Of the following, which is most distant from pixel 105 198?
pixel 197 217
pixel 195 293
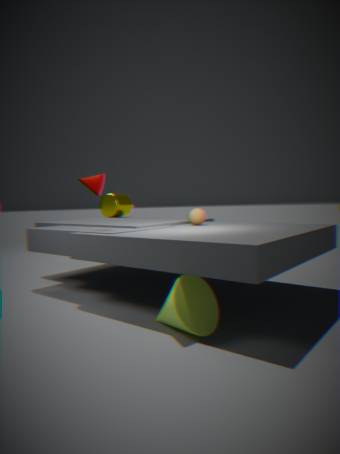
pixel 195 293
